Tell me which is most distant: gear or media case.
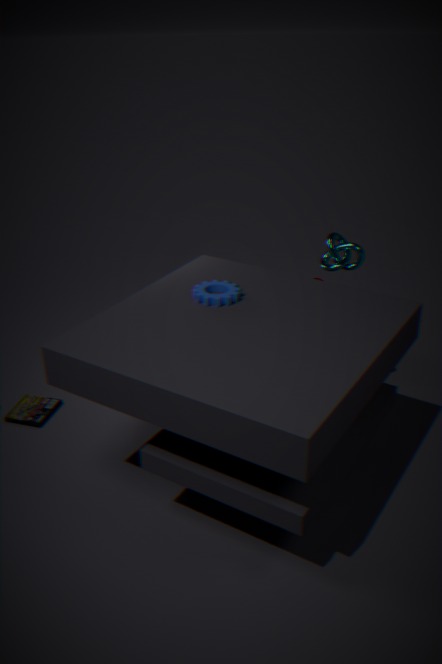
media case
